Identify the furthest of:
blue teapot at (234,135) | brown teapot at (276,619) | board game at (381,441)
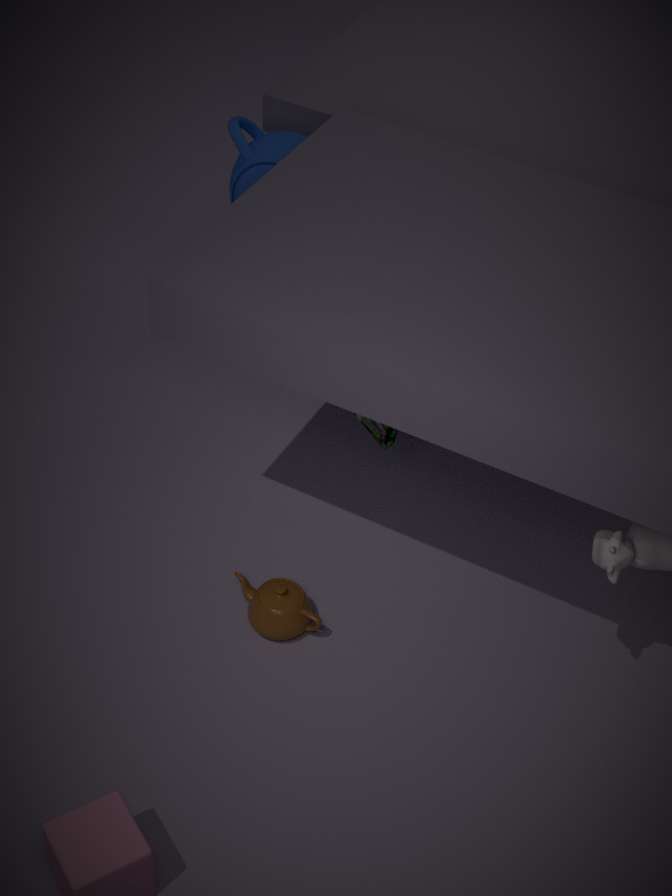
blue teapot at (234,135)
